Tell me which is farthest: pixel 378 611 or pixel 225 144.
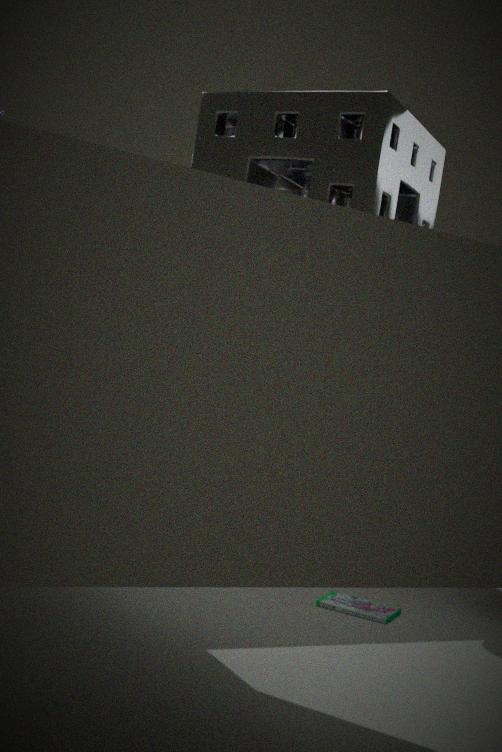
pixel 378 611
